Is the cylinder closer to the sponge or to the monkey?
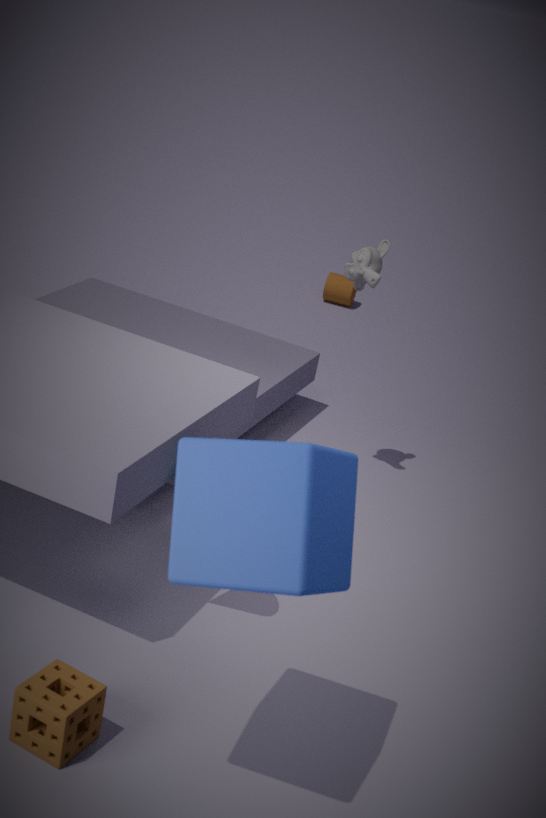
the monkey
